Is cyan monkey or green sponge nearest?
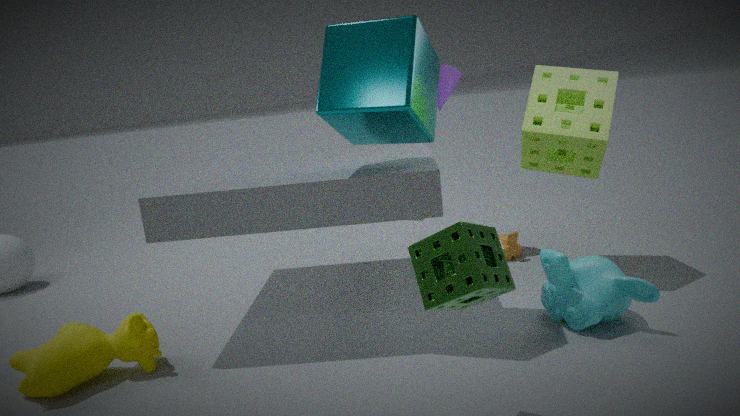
green sponge
